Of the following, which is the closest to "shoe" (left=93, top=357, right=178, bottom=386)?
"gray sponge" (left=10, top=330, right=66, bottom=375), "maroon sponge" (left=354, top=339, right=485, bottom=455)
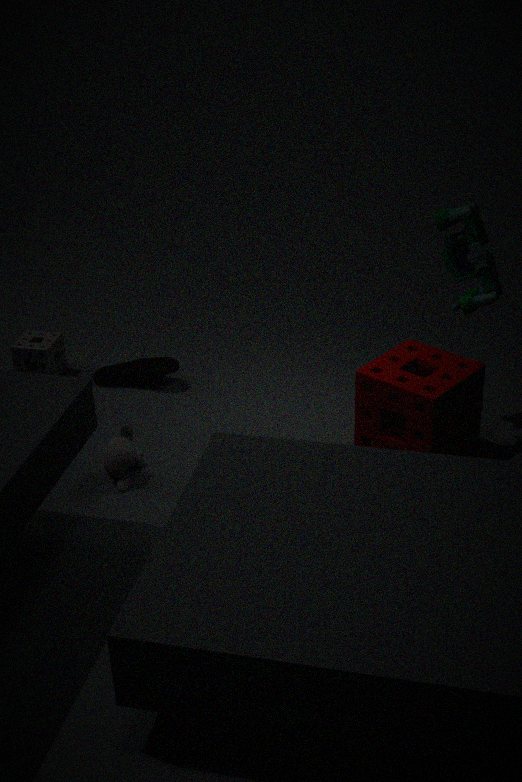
"gray sponge" (left=10, top=330, right=66, bottom=375)
